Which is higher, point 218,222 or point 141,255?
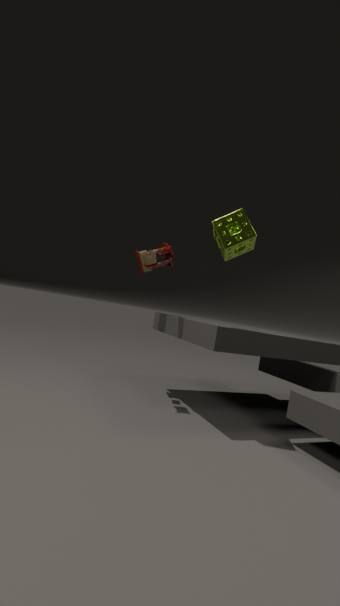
point 218,222
